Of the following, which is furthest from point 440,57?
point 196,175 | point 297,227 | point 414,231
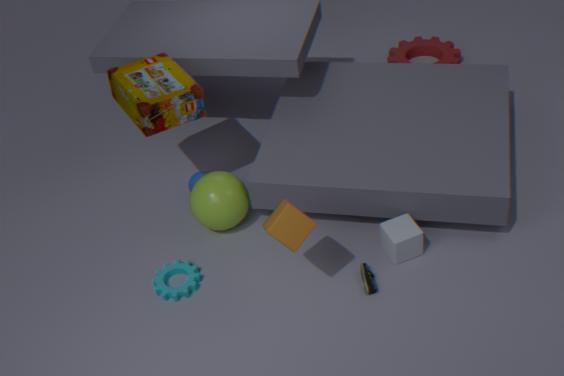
point 297,227
